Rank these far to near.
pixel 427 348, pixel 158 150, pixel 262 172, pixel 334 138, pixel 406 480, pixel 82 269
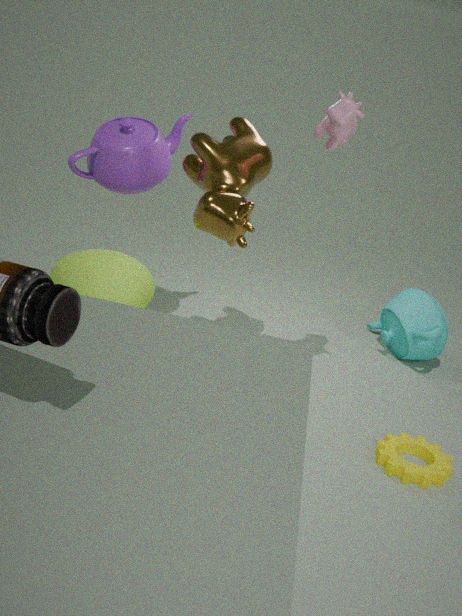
1. pixel 427 348
2. pixel 82 269
3. pixel 158 150
4. pixel 262 172
5. pixel 334 138
6. pixel 406 480
